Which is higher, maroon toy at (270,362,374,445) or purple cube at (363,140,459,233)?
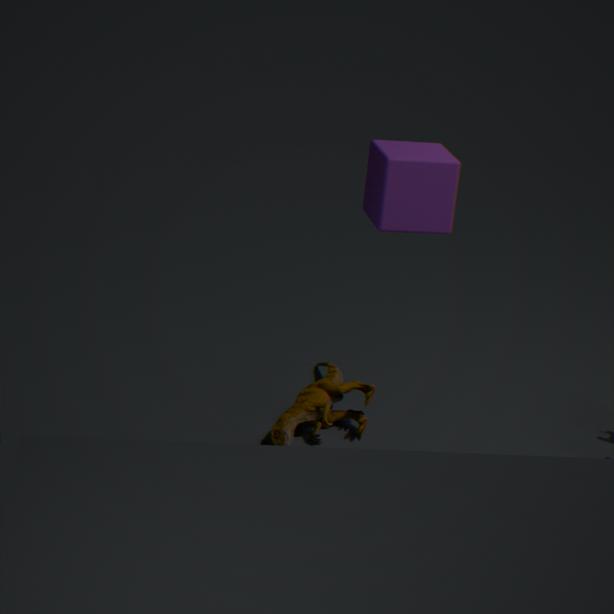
purple cube at (363,140,459,233)
